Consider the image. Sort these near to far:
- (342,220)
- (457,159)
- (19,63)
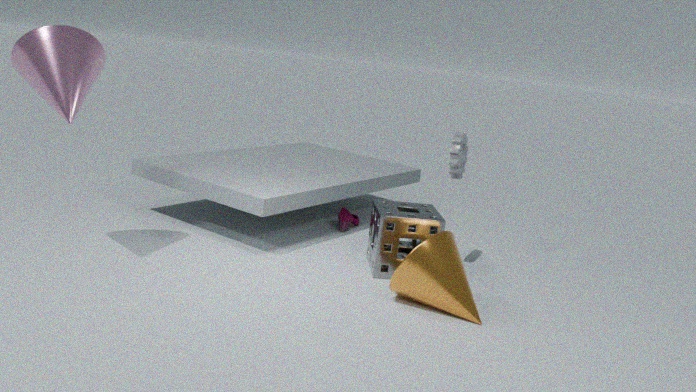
(19,63), (457,159), (342,220)
